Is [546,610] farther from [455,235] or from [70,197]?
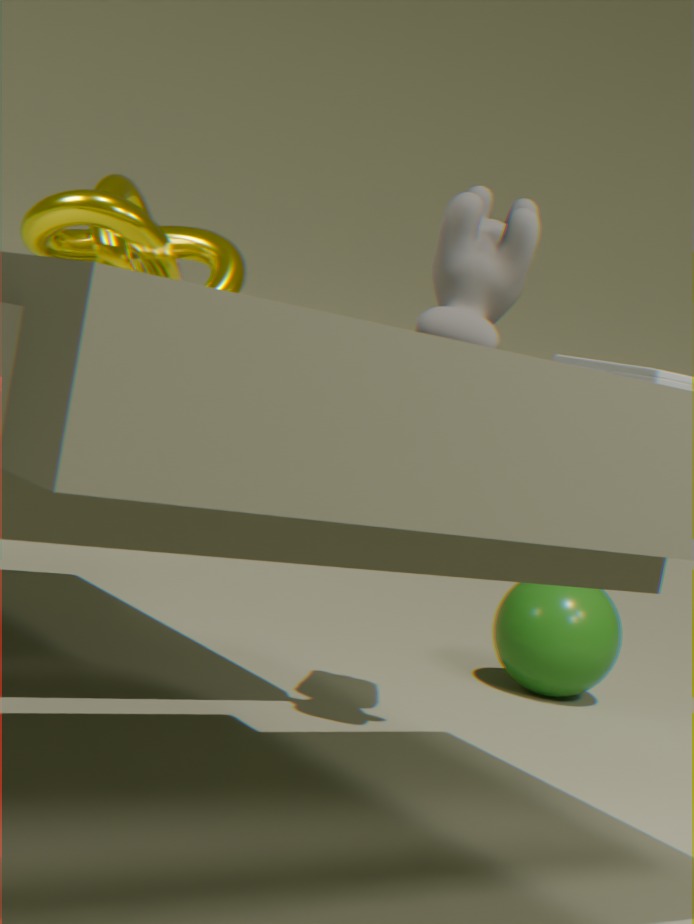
[70,197]
